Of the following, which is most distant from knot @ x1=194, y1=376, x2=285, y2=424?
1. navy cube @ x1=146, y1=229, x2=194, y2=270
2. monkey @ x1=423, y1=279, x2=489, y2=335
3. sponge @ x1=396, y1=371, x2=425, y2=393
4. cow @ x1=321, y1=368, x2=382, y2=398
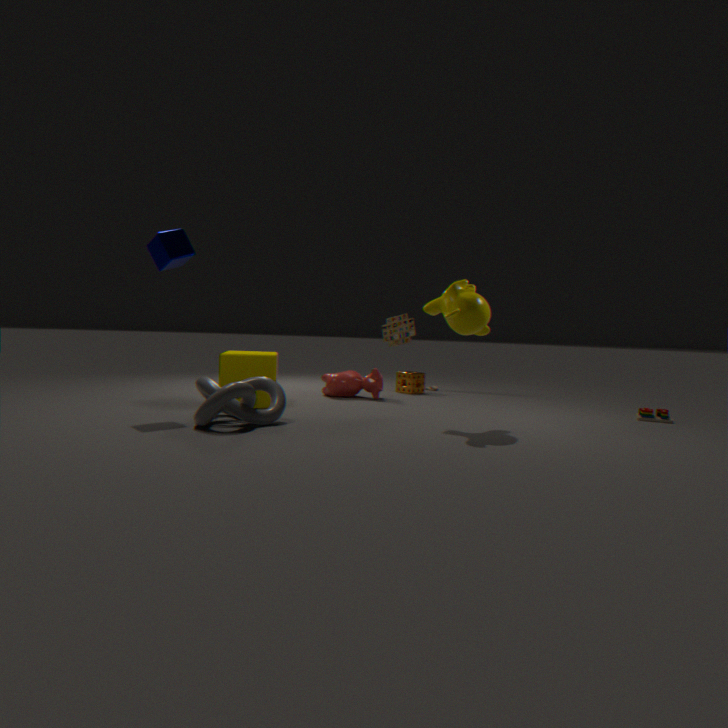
sponge @ x1=396, y1=371, x2=425, y2=393
